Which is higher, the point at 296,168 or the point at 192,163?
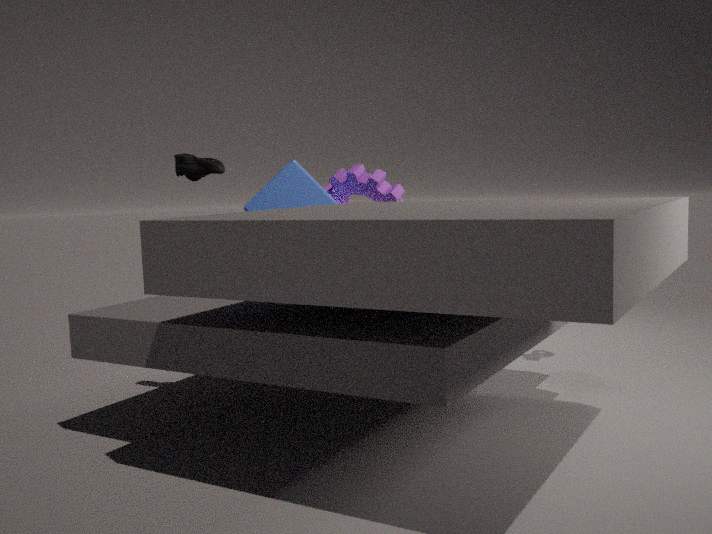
the point at 192,163
